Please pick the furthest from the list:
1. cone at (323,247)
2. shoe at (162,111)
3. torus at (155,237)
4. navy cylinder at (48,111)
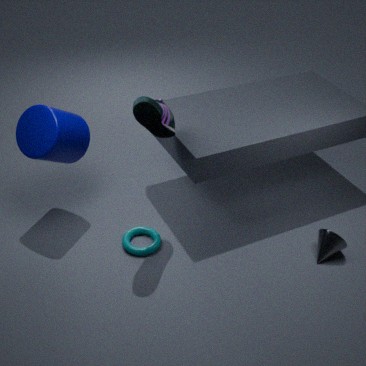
torus at (155,237)
